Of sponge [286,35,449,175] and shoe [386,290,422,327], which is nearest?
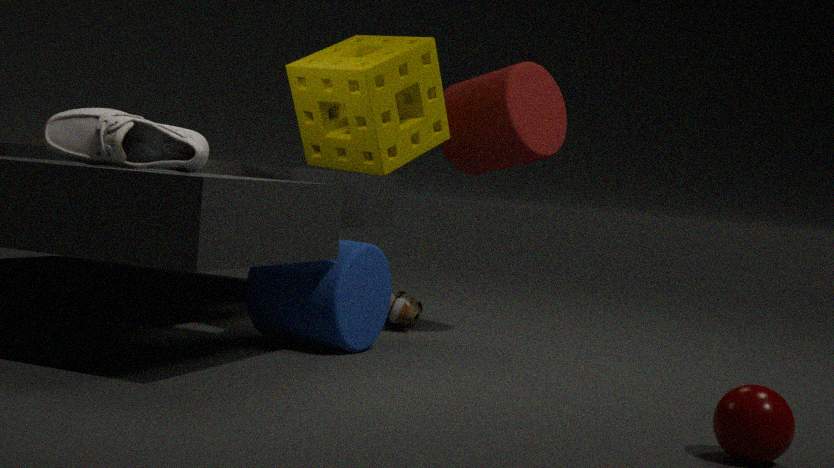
sponge [286,35,449,175]
